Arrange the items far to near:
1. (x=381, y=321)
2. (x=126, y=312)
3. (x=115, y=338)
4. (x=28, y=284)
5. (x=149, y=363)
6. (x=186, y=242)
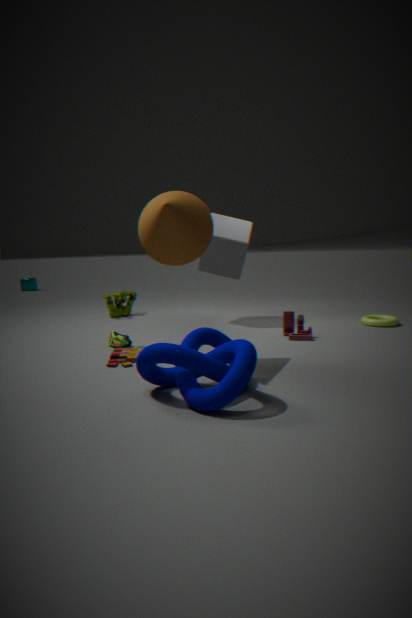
(x=28, y=284) < (x=126, y=312) < (x=381, y=321) < (x=115, y=338) < (x=186, y=242) < (x=149, y=363)
